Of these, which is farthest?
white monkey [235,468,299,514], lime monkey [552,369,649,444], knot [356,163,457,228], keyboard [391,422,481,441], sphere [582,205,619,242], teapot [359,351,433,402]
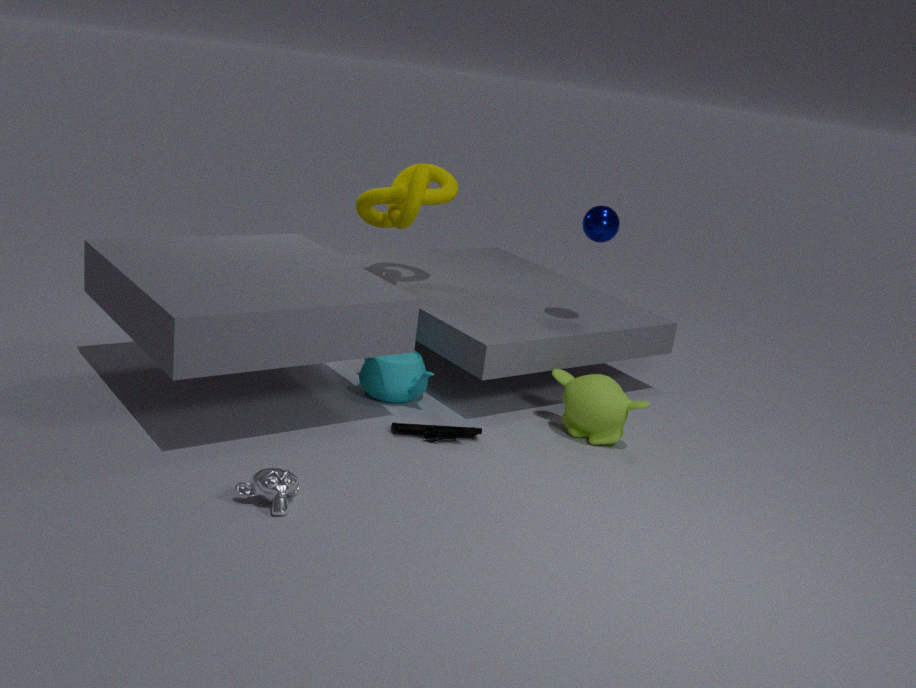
knot [356,163,457,228]
